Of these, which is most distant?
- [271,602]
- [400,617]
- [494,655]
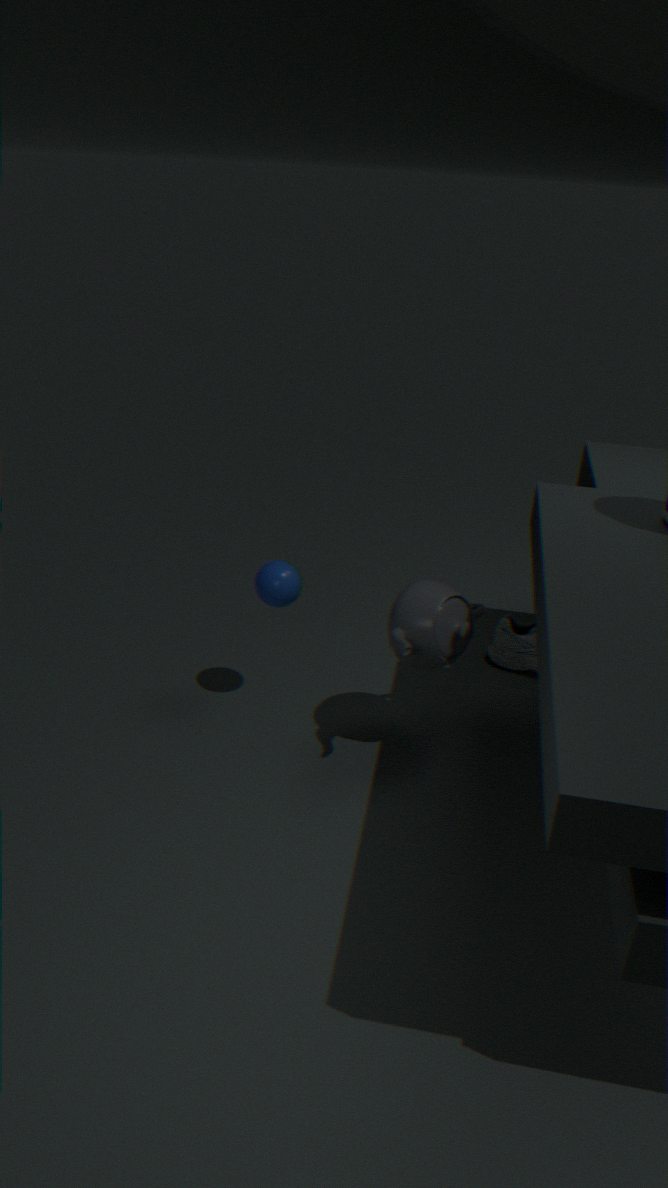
[494,655]
